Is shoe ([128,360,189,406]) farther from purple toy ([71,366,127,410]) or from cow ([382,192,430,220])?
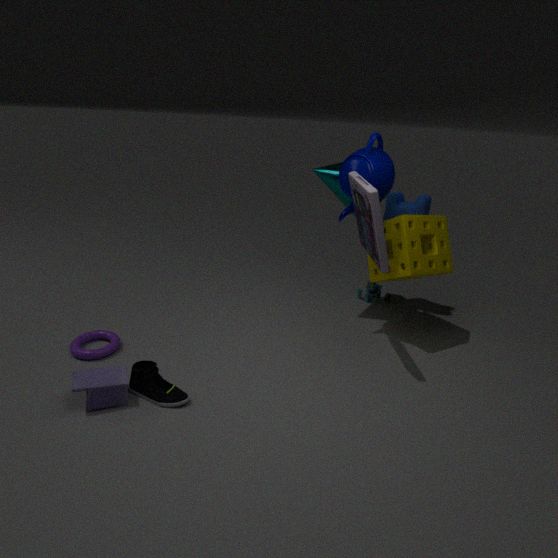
cow ([382,192,430,220])
